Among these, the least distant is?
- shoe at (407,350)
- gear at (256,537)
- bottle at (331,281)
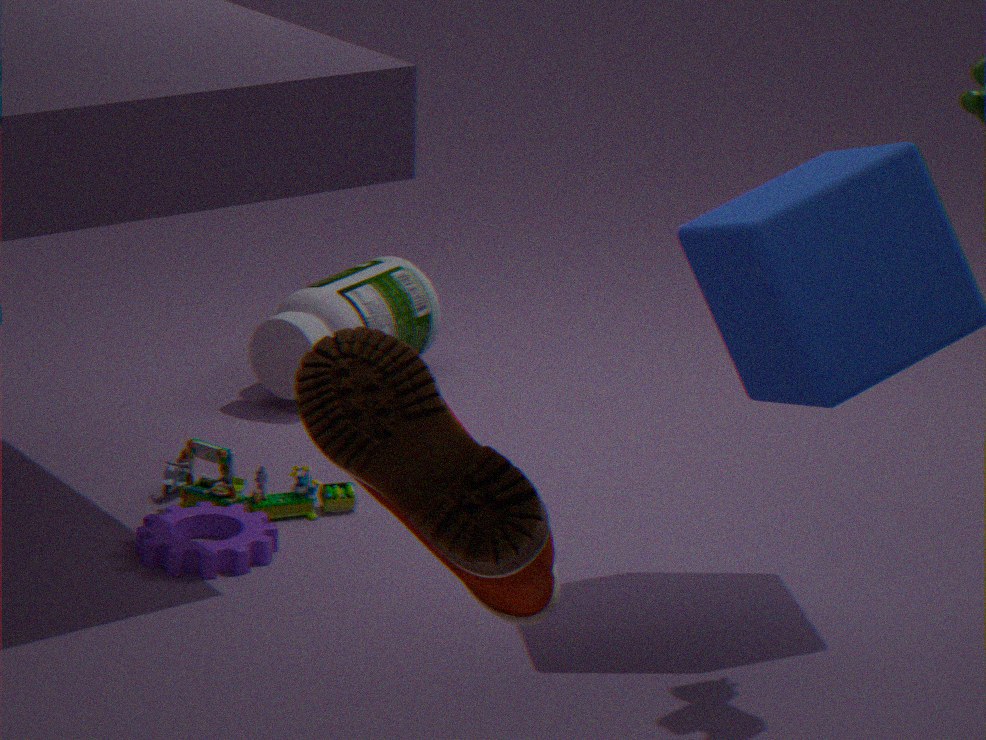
shoe at (407,350)
